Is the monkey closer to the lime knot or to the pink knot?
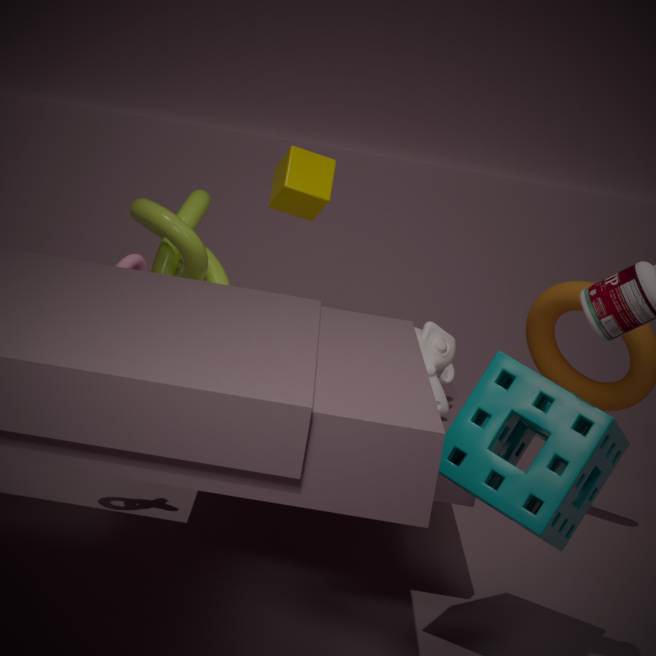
the lime knot
